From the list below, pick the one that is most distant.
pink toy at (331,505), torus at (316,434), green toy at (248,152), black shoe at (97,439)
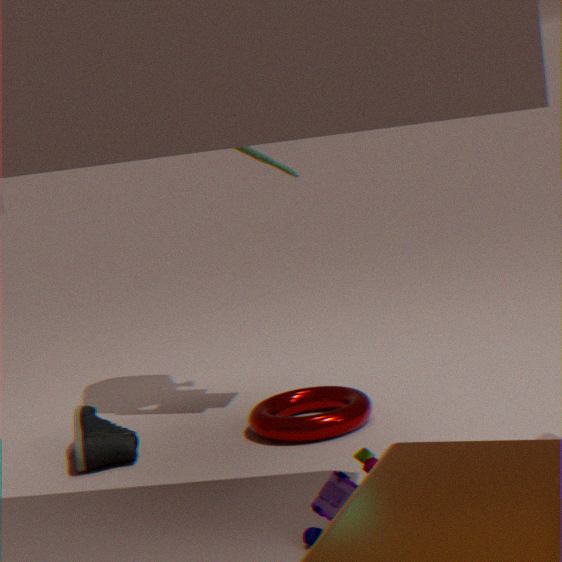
green toy at (248,152)
